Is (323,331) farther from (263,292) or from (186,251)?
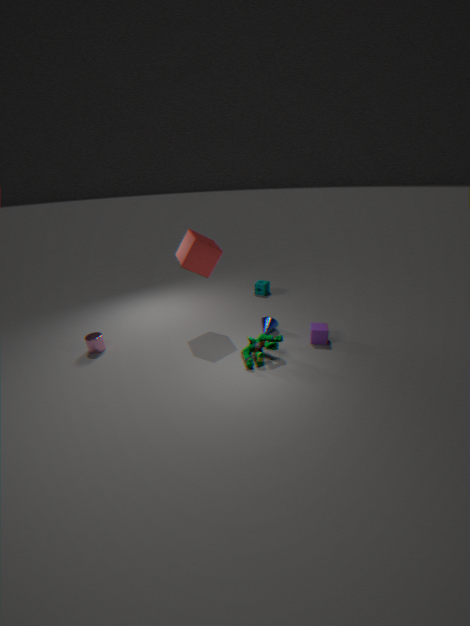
(186,251)
